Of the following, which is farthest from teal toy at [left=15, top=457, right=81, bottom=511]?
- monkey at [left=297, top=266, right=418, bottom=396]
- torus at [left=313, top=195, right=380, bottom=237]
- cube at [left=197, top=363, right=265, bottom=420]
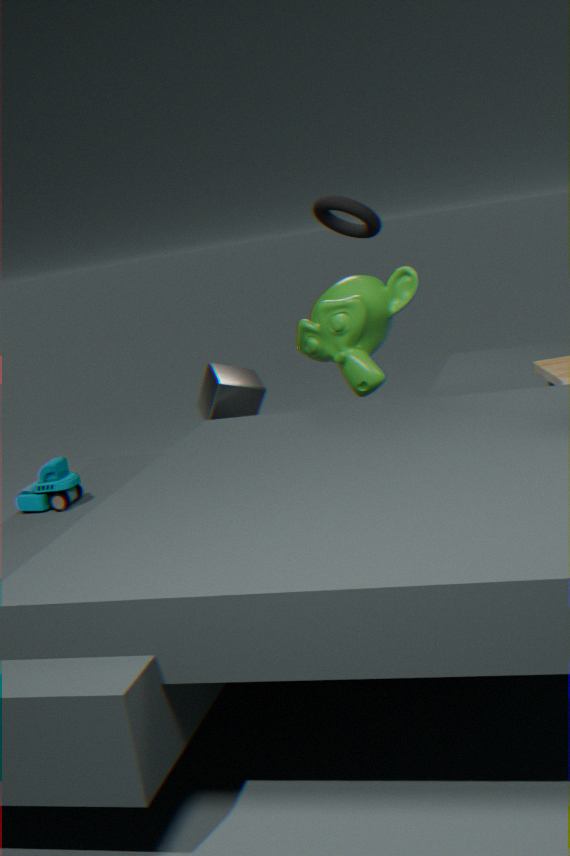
torus at [left=313, top=195, right=380, bottom=237]
